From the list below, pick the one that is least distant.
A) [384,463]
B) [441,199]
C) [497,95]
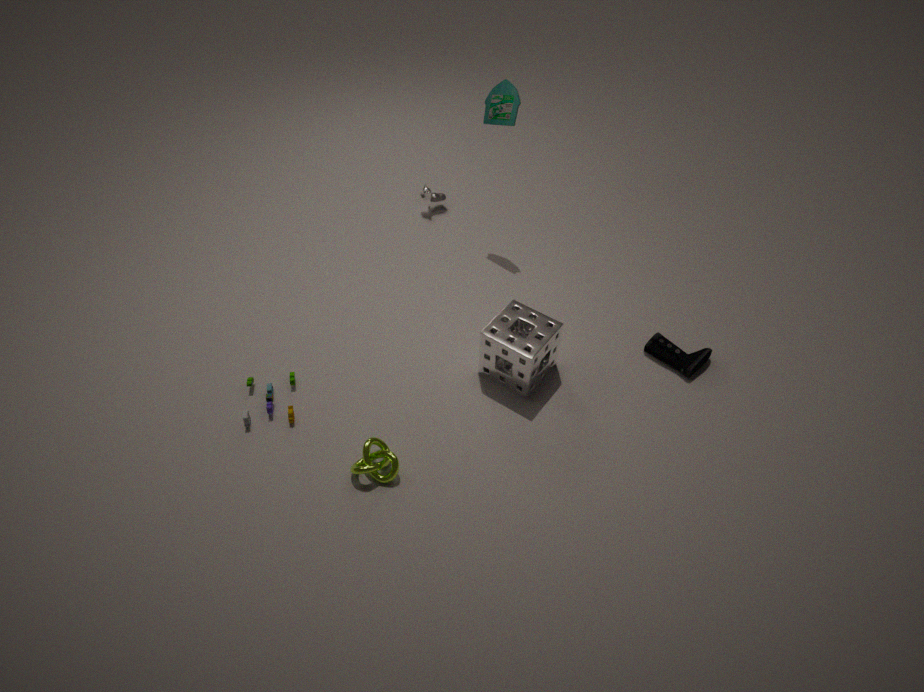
[384,463]
